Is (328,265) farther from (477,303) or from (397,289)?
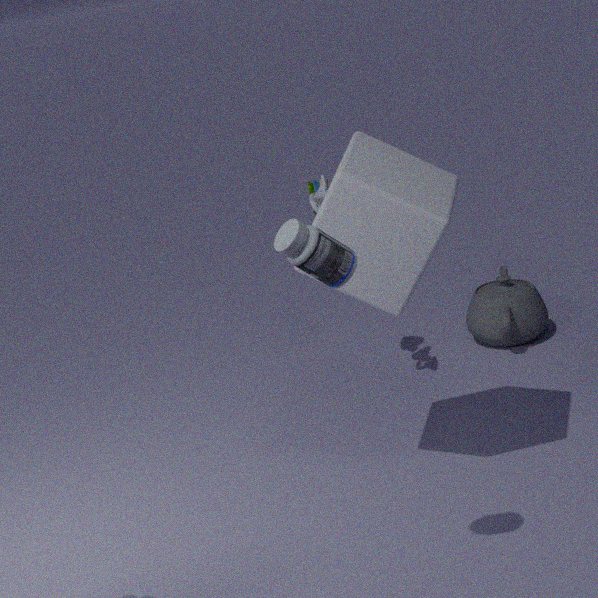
(477,303)
